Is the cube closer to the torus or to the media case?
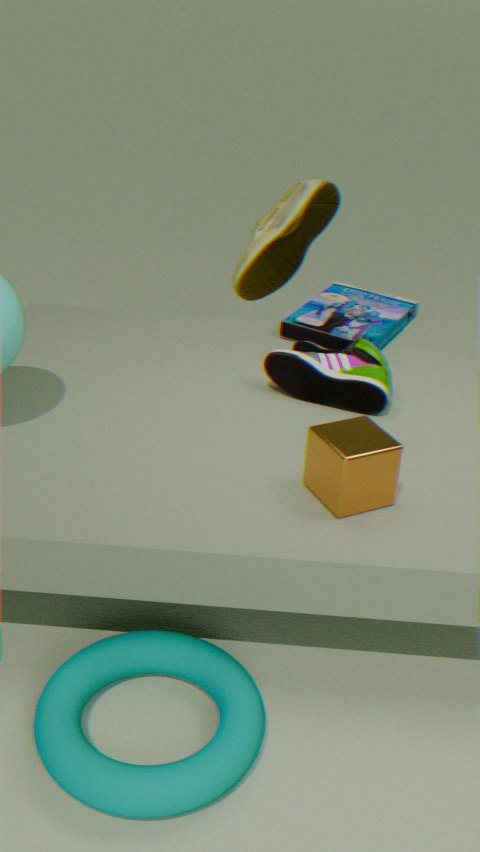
the torus
